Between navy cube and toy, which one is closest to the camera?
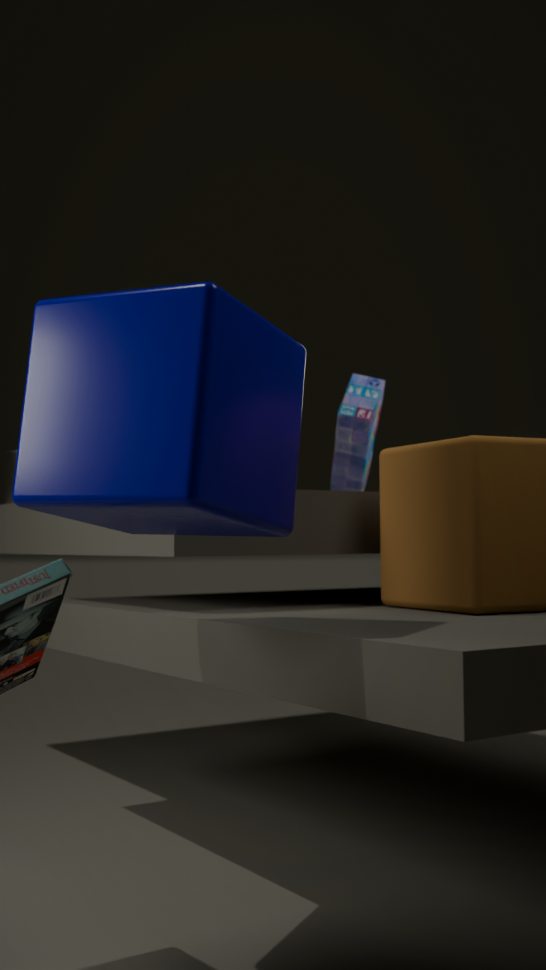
navy cube
